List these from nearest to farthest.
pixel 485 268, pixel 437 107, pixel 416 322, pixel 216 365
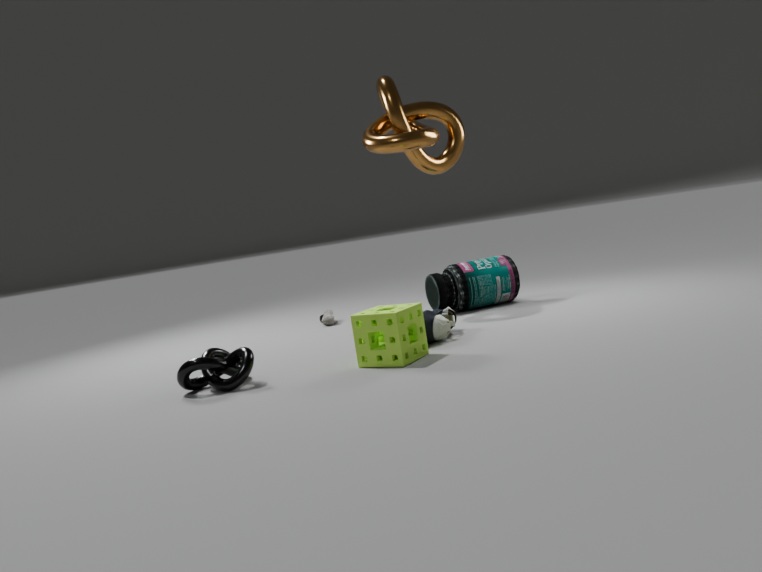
pixel 216 365 → pixel 416 322 → pixel 485 268 → pixel 437 107
